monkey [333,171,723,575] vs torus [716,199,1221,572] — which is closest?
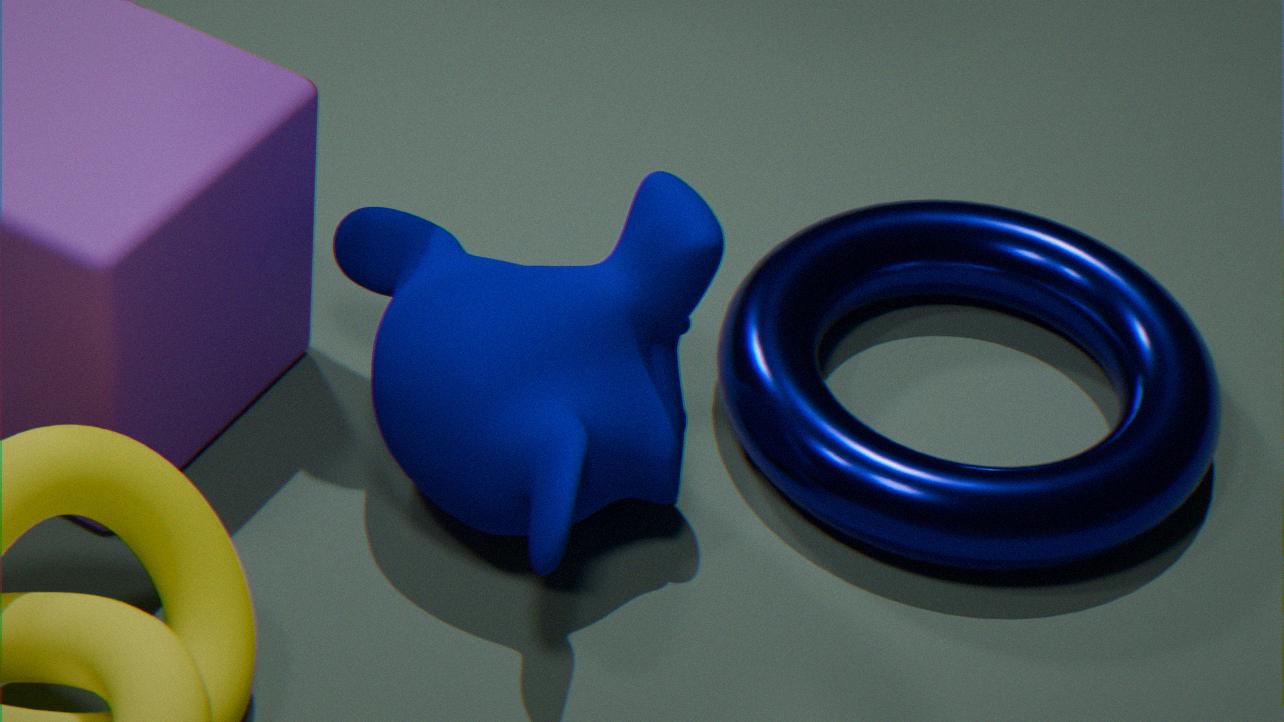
monkey [333,171,723,575]
